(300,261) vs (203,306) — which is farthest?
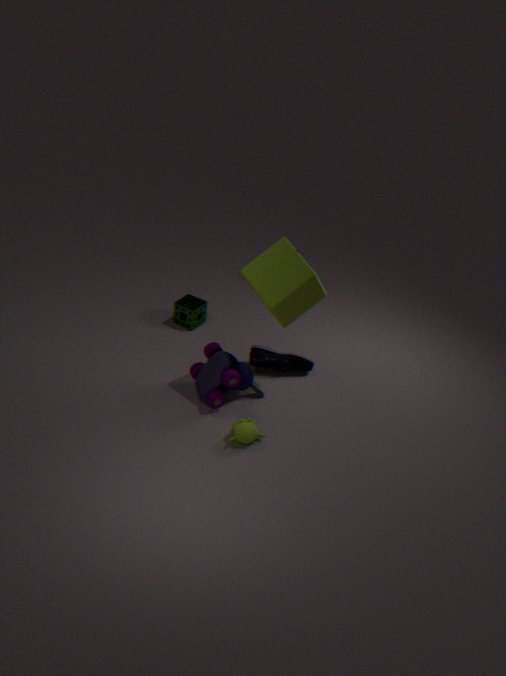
(203,306)
